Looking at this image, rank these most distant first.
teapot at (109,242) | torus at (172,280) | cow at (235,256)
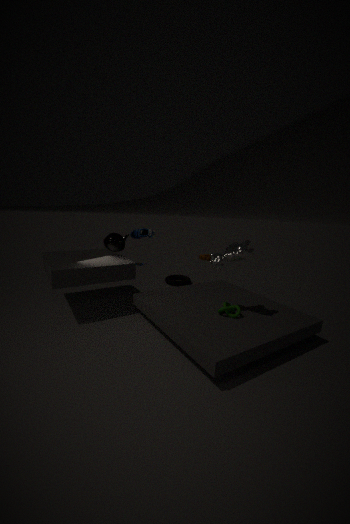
1. torus at (172,280)
2. teapot at (109,242)
3. cow at (235,256)
